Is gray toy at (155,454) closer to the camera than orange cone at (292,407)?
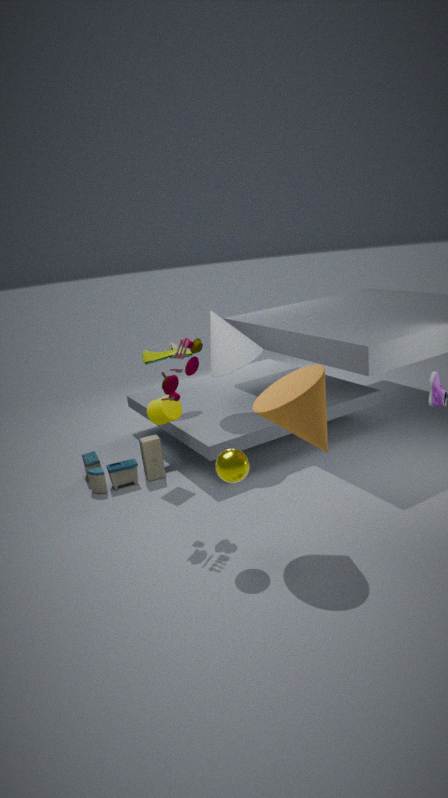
No
